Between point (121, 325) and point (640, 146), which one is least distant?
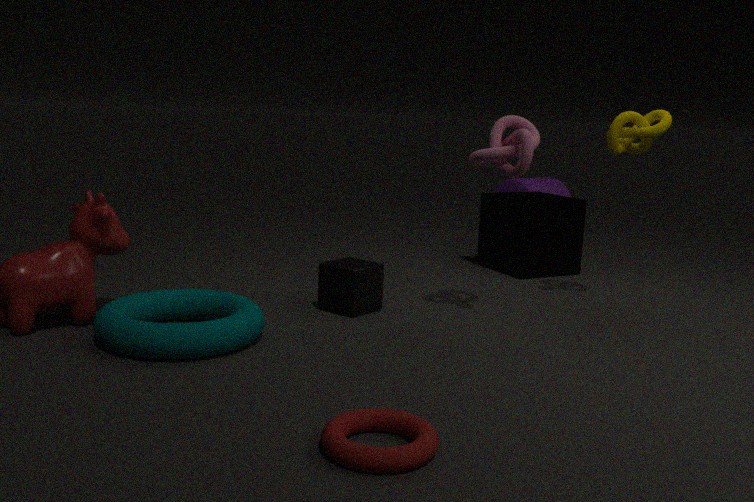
point (121, 325)
